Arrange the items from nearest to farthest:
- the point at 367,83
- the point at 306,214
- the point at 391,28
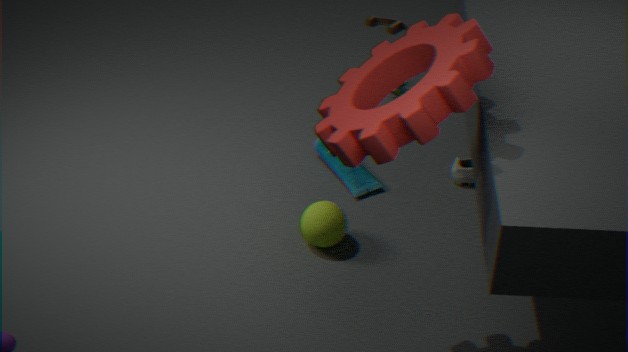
the point at 367,83 < the point at 306,214 < the point at 391,28
